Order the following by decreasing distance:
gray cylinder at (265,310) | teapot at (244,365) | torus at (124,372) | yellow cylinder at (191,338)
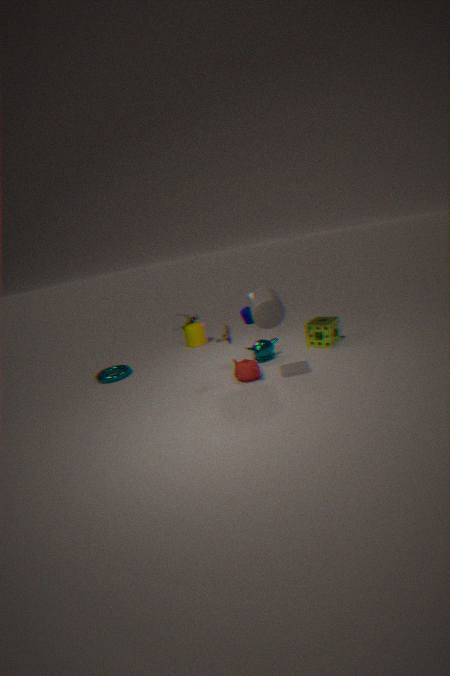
yellow cylinder at (191,338) → torus at (124,372) → teapot at (244,365) → gray cylinder at (265,310)
